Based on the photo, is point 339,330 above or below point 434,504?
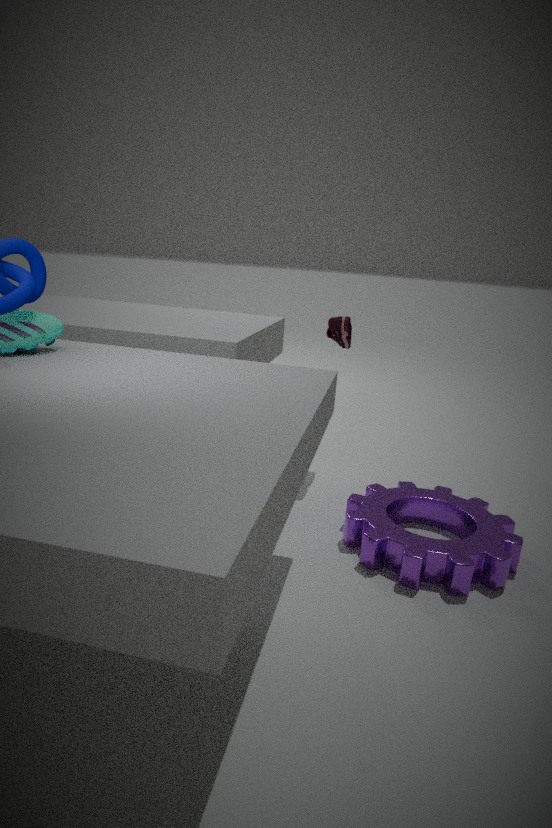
above
